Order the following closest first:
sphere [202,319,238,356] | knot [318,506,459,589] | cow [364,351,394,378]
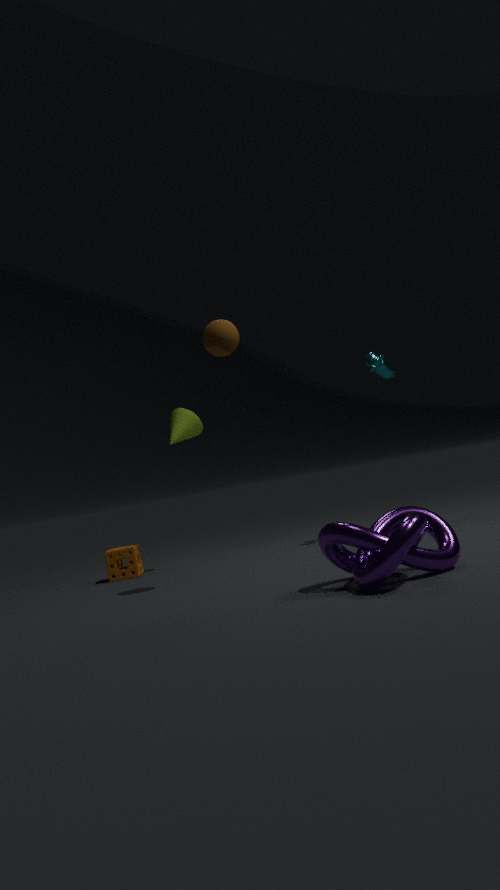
1. knot [318,506,459,589]
2. sphere [202,319,238,356]
3. cow [364,351,394,378]
